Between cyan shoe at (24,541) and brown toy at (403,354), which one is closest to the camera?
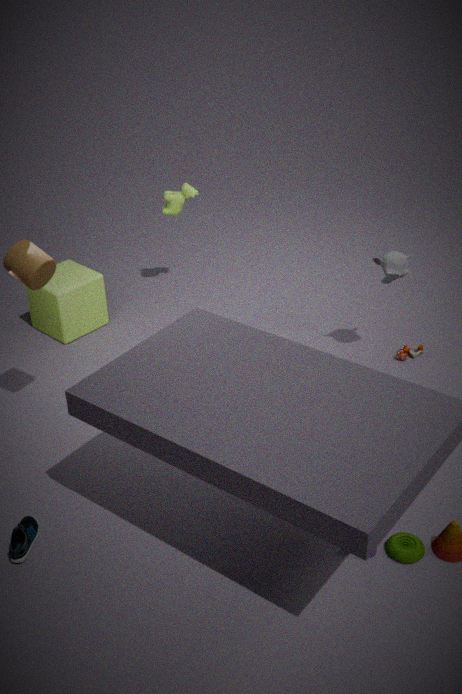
cyan shoe at (24,541)
